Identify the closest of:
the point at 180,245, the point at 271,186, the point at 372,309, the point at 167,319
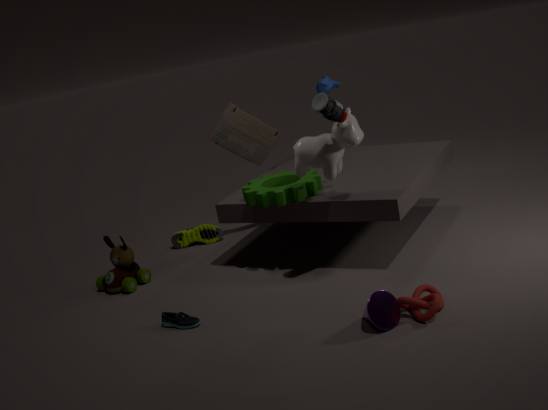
the point at 372,309
